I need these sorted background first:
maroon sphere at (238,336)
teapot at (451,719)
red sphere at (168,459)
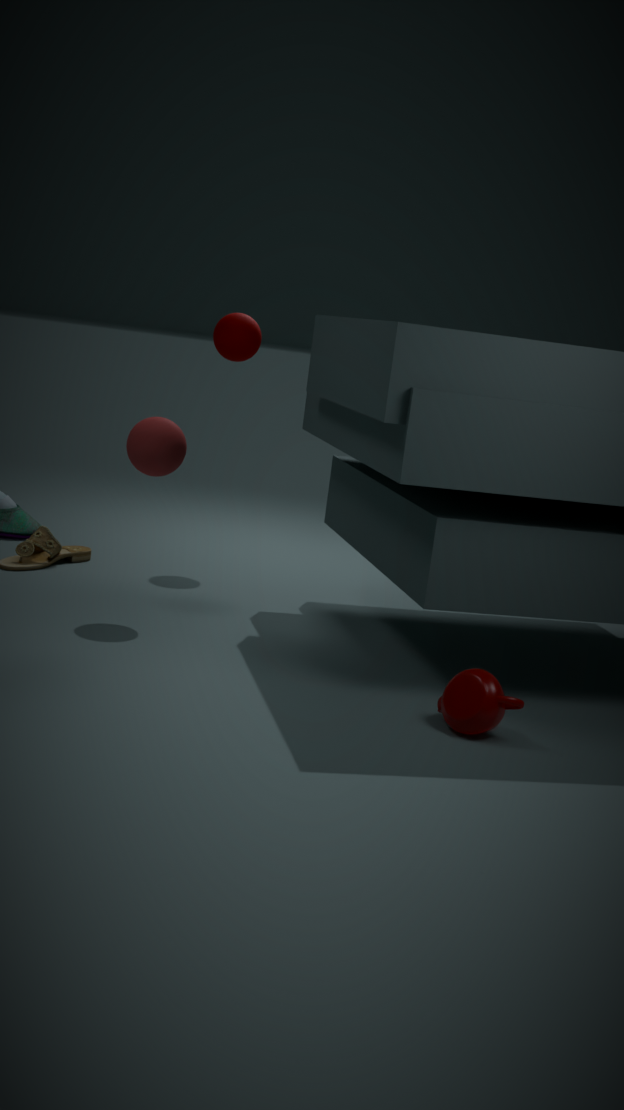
maroon sphere at (238,336), red sphere at (168,459), teapot at (451,719)
